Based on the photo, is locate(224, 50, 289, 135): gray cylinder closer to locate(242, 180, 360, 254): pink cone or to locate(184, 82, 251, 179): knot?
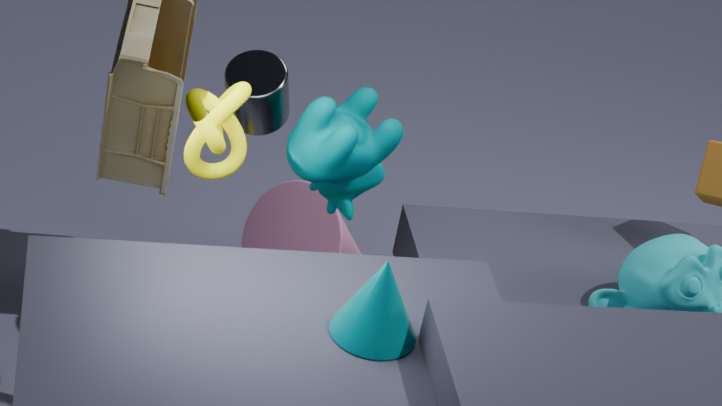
locate(184, 82, 251, 179): knot
